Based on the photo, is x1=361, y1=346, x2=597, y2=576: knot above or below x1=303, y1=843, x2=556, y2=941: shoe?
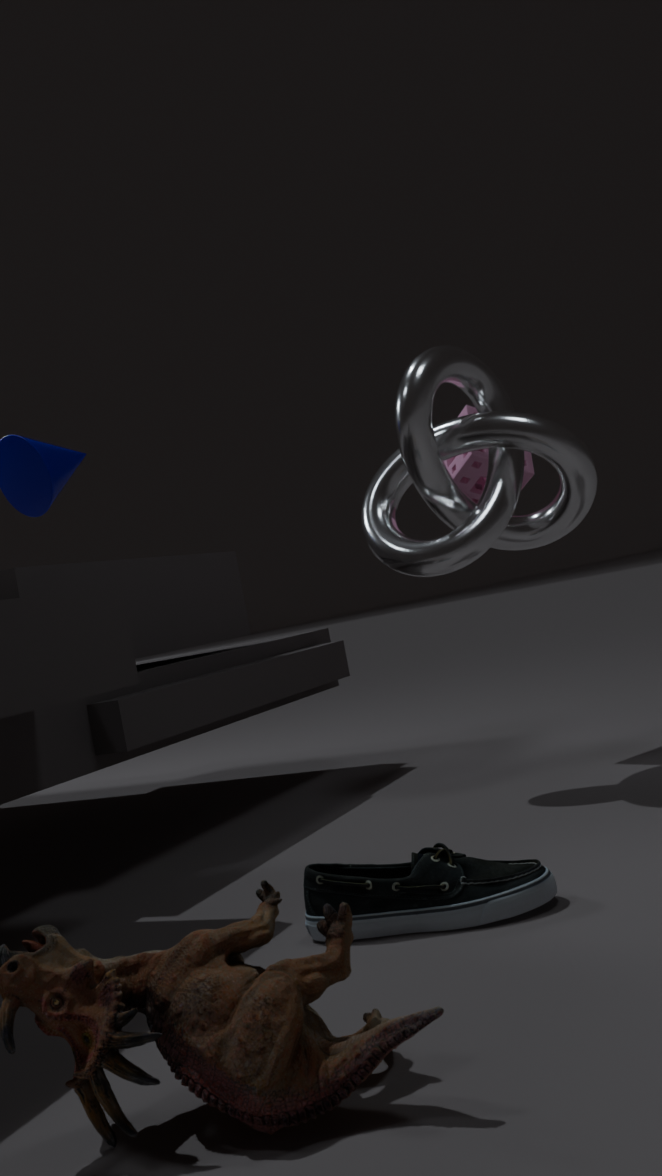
above
